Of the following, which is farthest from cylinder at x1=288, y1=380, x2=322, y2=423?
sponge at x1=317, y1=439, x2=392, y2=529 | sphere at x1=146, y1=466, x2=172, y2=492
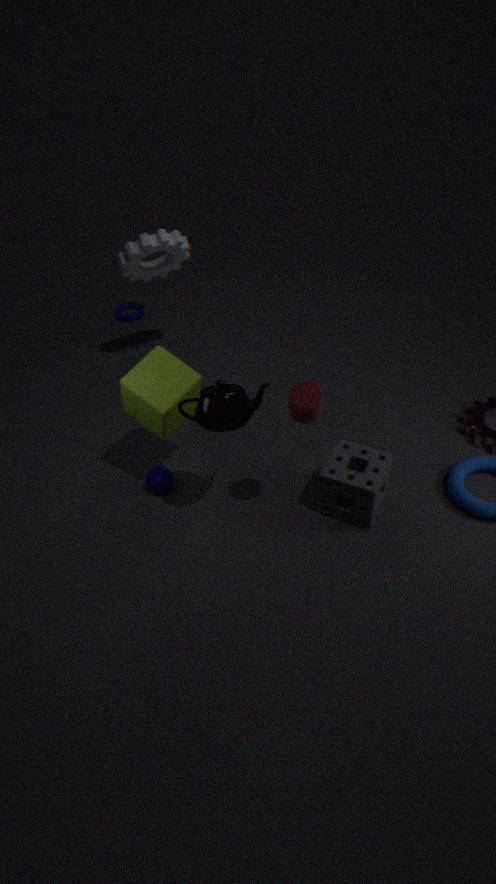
sphere at x1=146, y1=466, x2=172, y2=492
